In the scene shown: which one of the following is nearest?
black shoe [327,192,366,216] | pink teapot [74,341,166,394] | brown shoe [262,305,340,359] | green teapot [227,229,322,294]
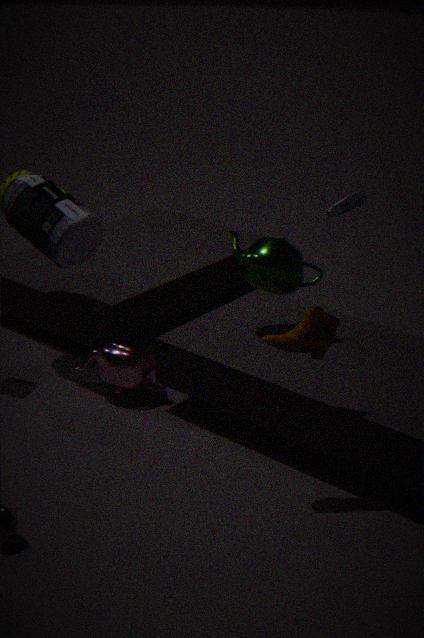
brown shoe [262,305,340,359]
